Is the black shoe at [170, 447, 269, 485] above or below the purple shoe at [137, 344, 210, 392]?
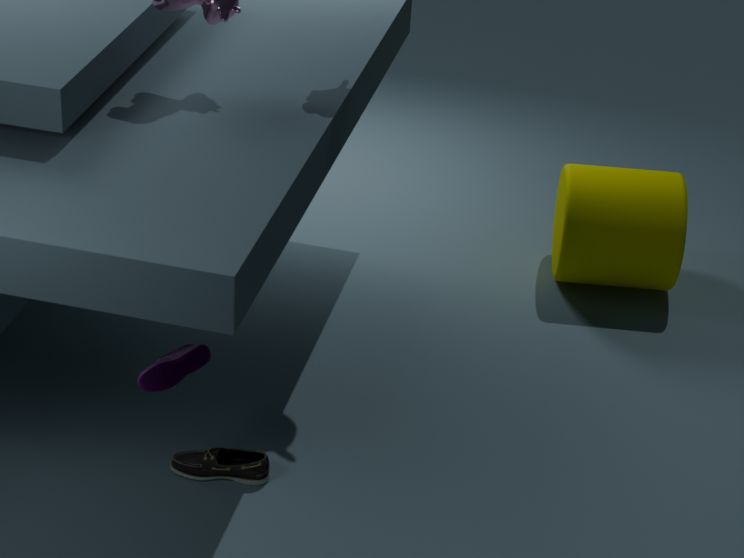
below
